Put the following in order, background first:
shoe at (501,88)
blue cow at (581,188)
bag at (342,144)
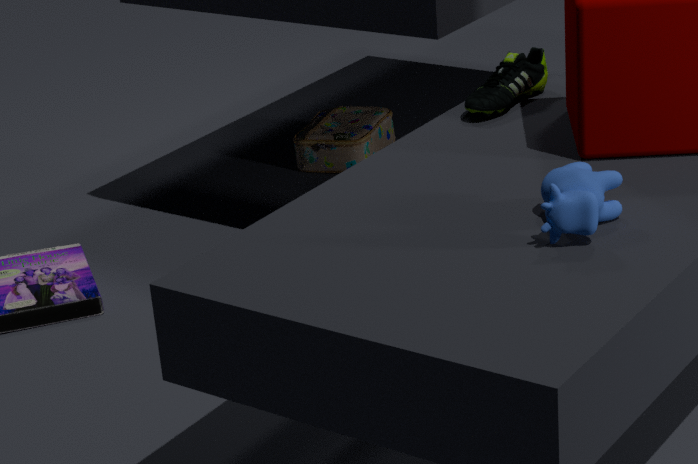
1. bag at (342,144)
2. shoe at (501,88)
3. blue cow at (581,188)
